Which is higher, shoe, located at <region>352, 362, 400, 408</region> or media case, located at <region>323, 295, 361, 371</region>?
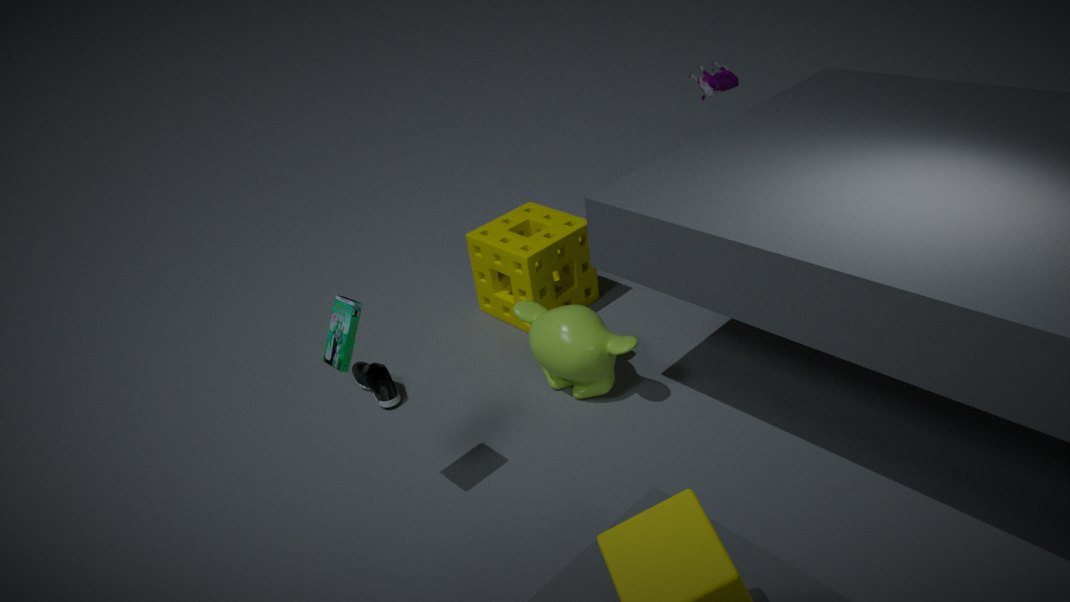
→ media case, located at <region>323, 295, 361, 371</region>
